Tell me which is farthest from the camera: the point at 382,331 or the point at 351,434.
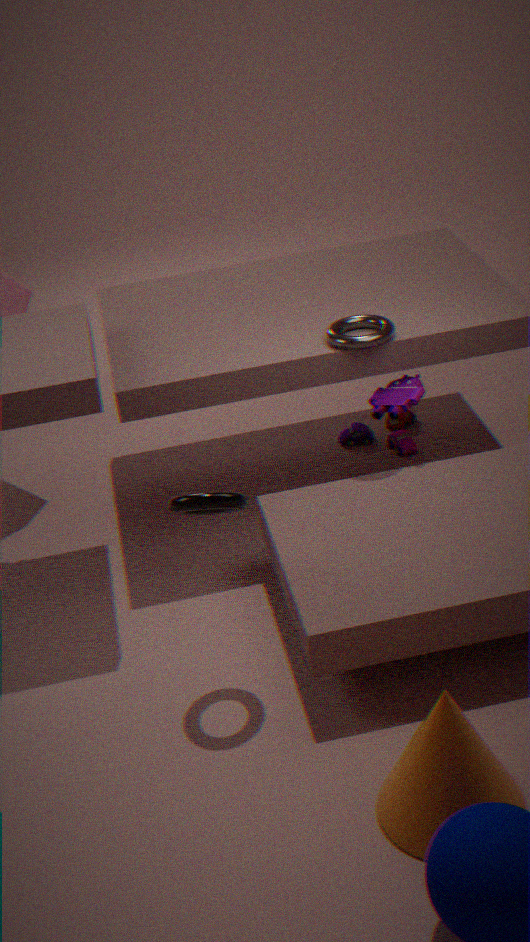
the point at 351,434
